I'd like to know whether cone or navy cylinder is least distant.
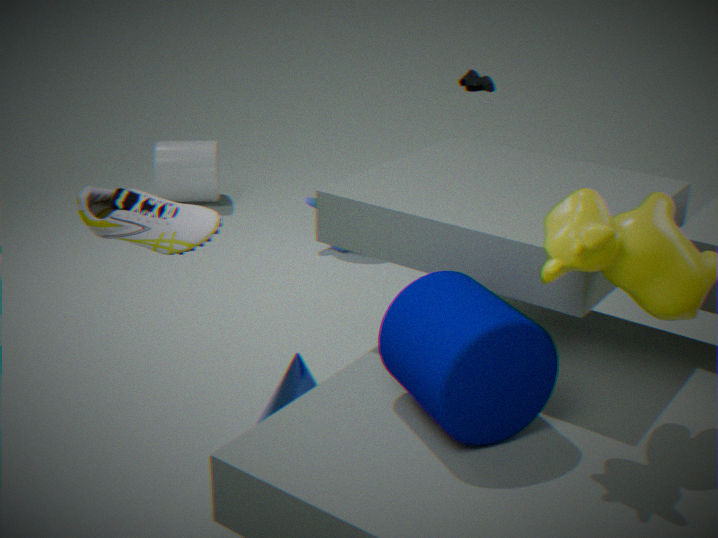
navy cylinder
